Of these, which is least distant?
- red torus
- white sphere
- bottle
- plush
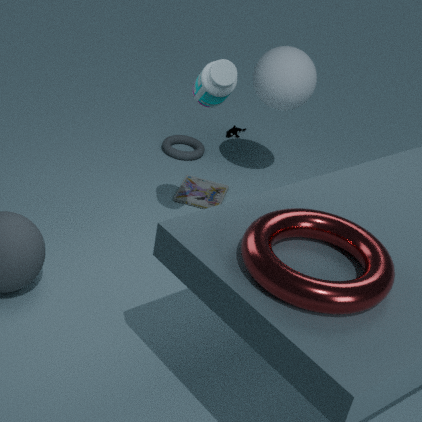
red torus
